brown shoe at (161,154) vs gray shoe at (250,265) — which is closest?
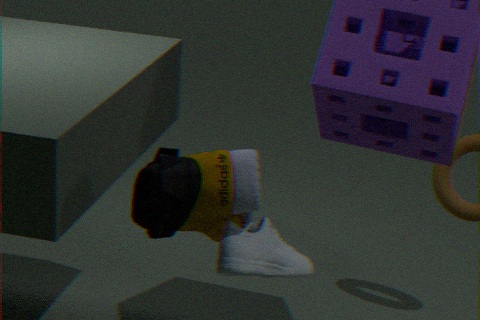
brown shoe at (161,154)
